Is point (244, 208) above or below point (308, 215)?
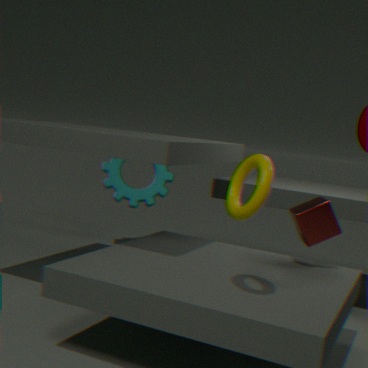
above
